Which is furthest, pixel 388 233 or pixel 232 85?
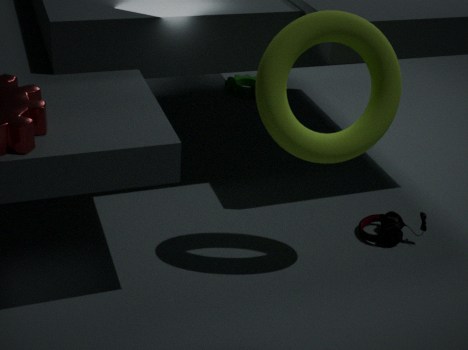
pixel 232 85
